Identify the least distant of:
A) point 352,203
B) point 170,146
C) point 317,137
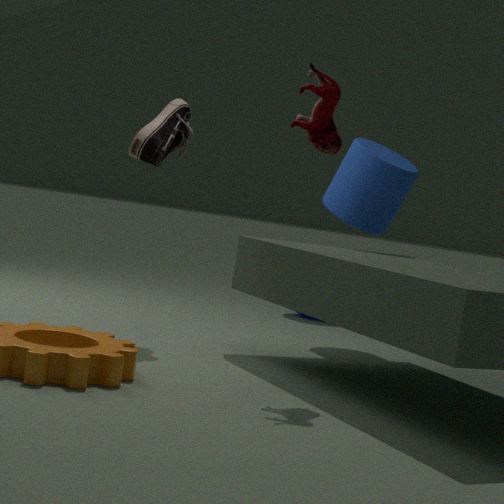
point 317,137
